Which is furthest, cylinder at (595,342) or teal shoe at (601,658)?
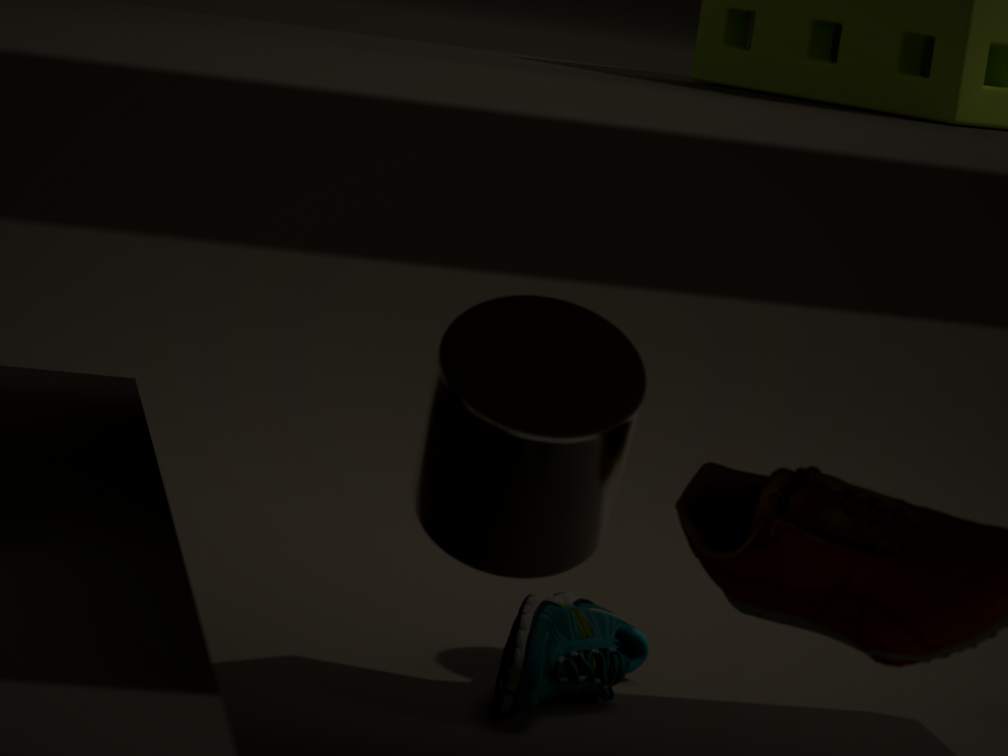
teal shoe at (601,658)
